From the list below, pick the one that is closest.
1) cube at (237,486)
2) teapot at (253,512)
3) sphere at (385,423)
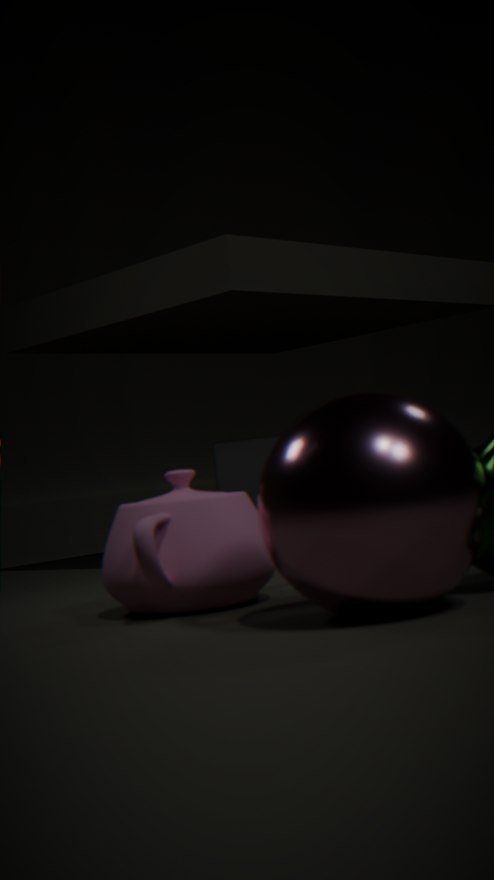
3. sphere at (385,423)
